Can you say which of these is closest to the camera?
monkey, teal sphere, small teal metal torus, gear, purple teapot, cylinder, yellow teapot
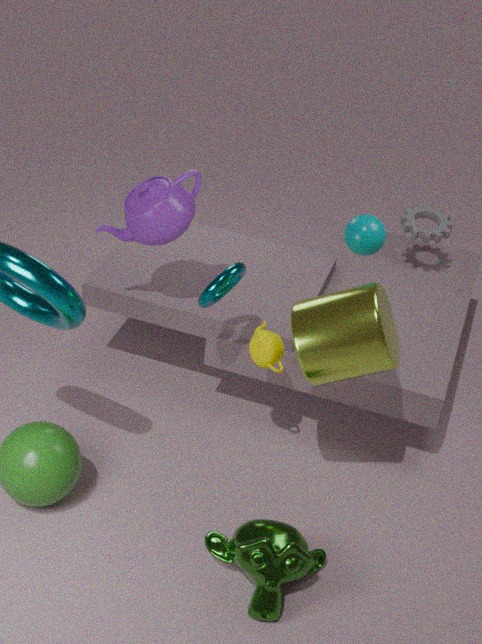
monkey
